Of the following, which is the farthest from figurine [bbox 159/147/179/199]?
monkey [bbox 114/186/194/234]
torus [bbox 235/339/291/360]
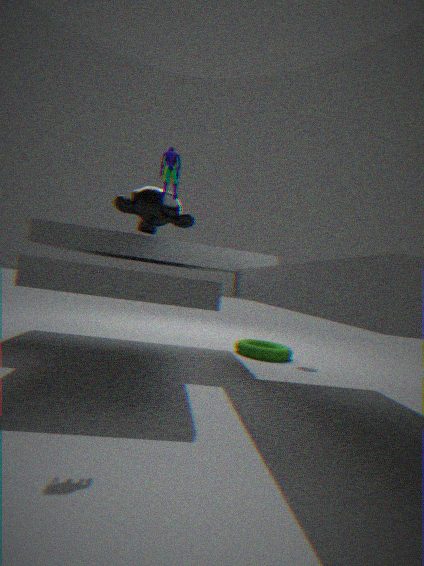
torus [bbox 235/339/291/360]
